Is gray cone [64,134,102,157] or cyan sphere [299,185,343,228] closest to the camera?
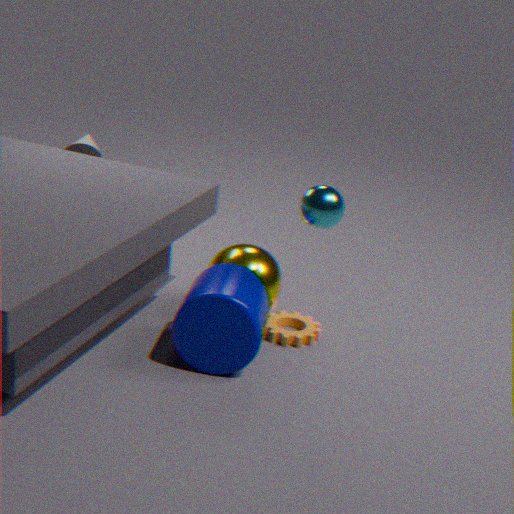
cyan sphere [299,185,343,228]
